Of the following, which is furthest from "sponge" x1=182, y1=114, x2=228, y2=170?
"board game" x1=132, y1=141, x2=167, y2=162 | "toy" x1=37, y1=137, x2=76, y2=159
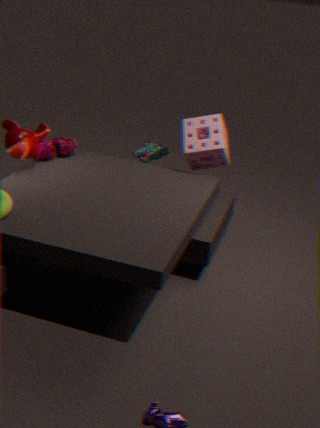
"toy" x1=37, y1=137, x2=76, y2=159
